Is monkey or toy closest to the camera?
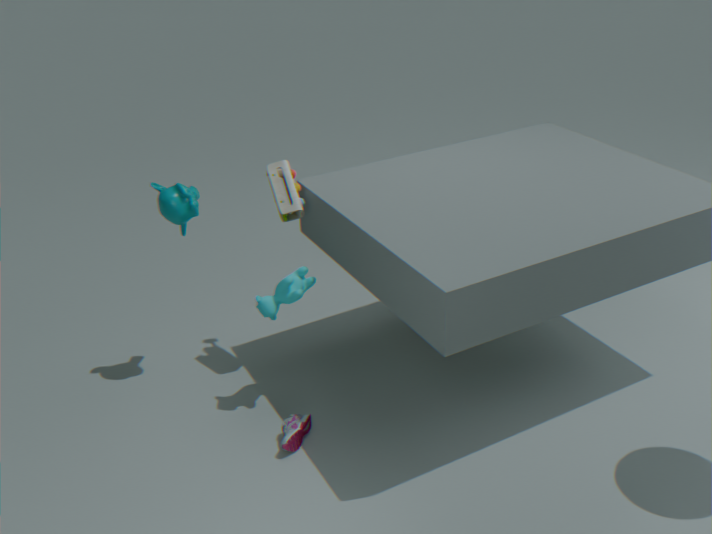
monkey
